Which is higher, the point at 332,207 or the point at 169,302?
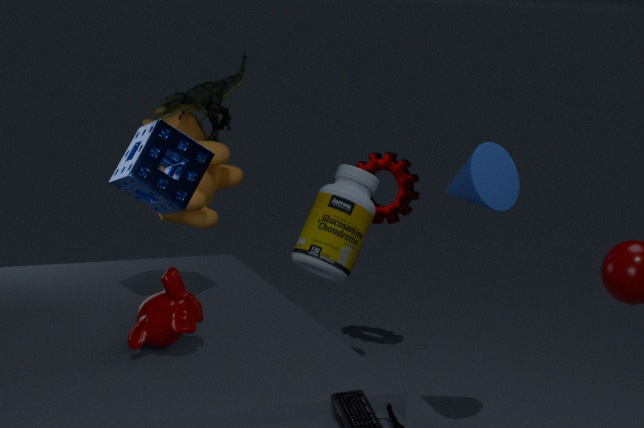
the point at 169,302
